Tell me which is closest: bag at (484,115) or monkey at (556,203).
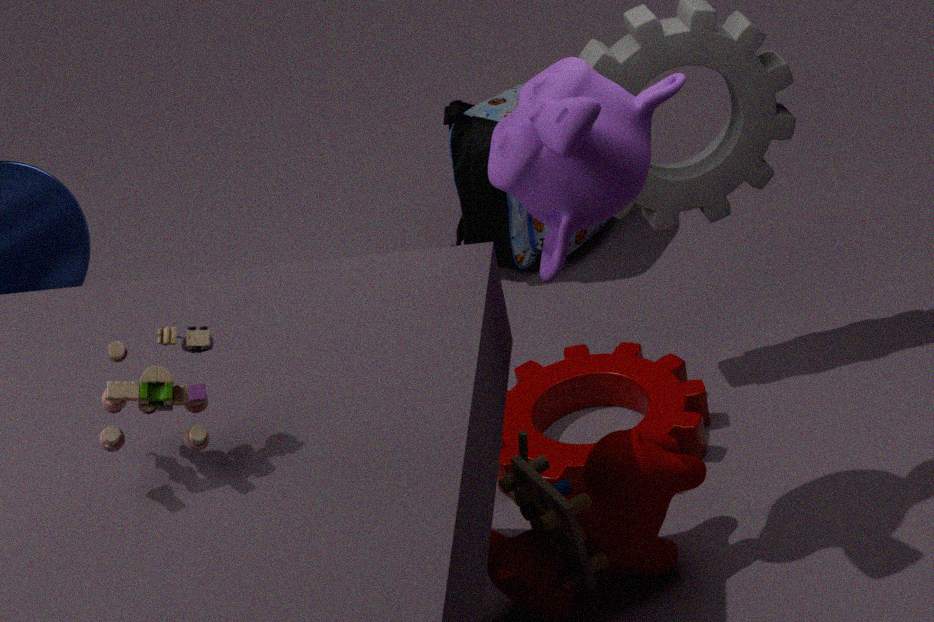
monkey at (556,203)
